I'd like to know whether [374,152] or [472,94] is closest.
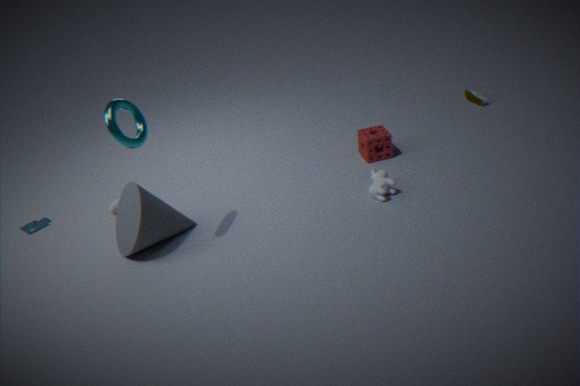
[374,152]
